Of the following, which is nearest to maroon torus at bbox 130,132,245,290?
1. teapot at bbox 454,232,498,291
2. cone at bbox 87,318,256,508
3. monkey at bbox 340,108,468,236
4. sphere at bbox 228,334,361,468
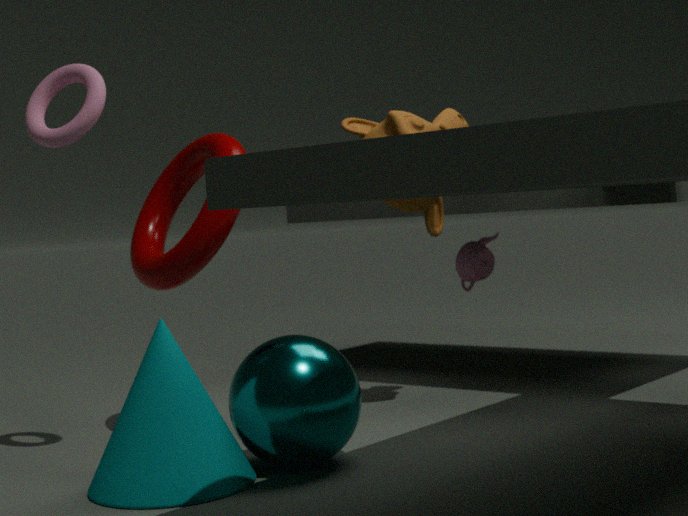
sphere at bbox 228,334,361,468
